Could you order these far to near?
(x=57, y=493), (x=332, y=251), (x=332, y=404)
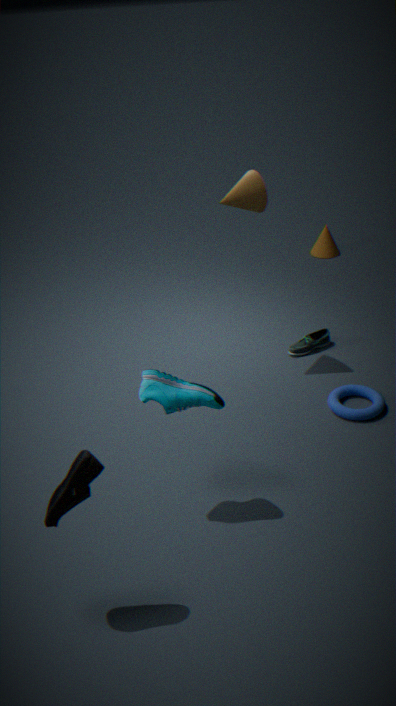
(x=332, y=251), (x=332, y=404), (x=57, y=493)
